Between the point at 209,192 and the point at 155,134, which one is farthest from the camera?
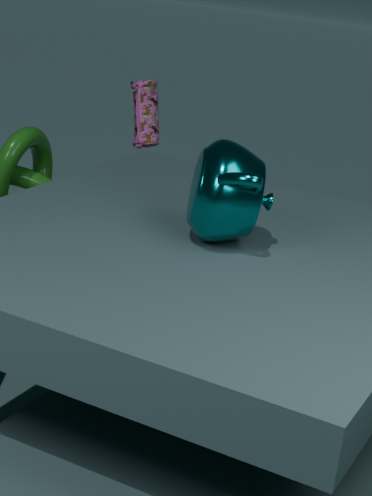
the point at 155,134
